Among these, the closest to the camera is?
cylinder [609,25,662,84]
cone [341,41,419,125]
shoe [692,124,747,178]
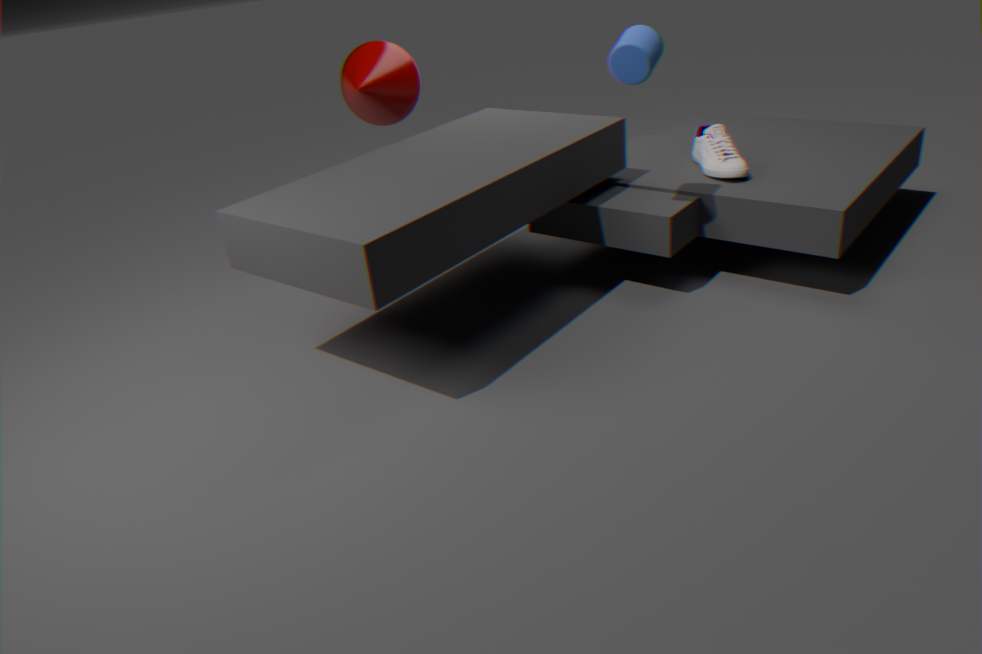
cylinder [609,25,662,84]
